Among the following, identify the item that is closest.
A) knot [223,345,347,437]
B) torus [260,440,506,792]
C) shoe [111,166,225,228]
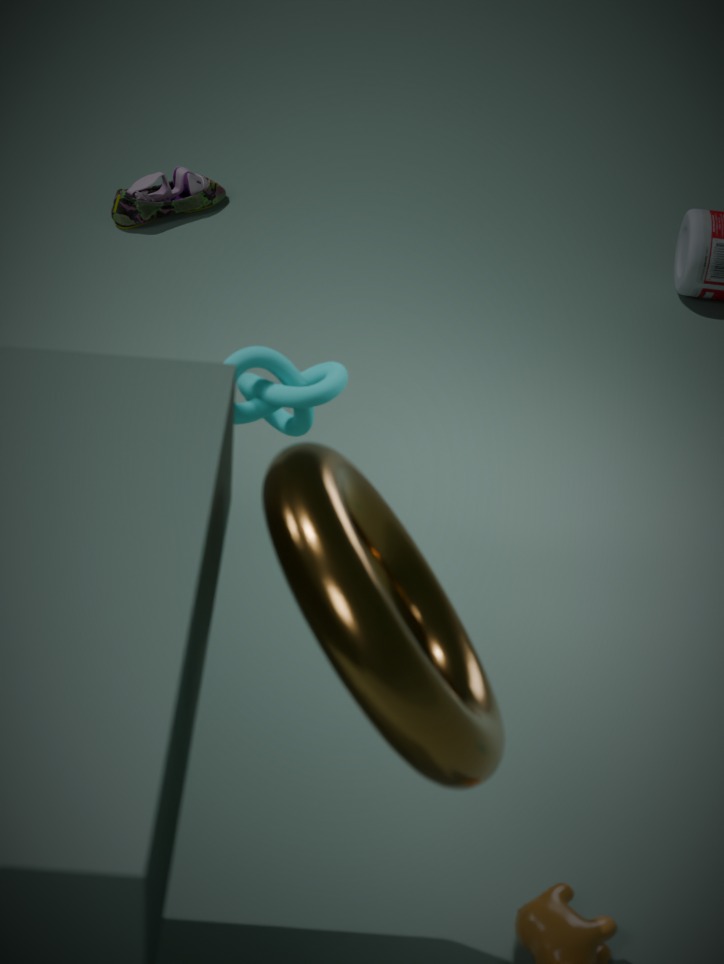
torus [260,440,506,792]
